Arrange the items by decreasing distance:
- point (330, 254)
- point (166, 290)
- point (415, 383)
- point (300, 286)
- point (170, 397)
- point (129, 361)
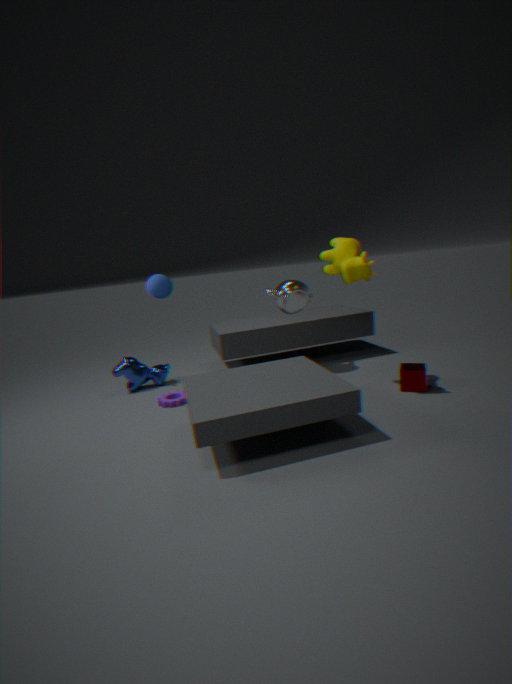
point (129, 361)
point (300, 286)
point (170, 397)
point (415, 383)
point (330, 254)
point (166, 290)
